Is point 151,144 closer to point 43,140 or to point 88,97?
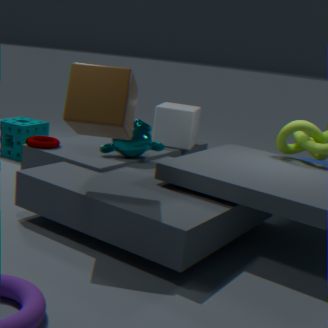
point 43,140
